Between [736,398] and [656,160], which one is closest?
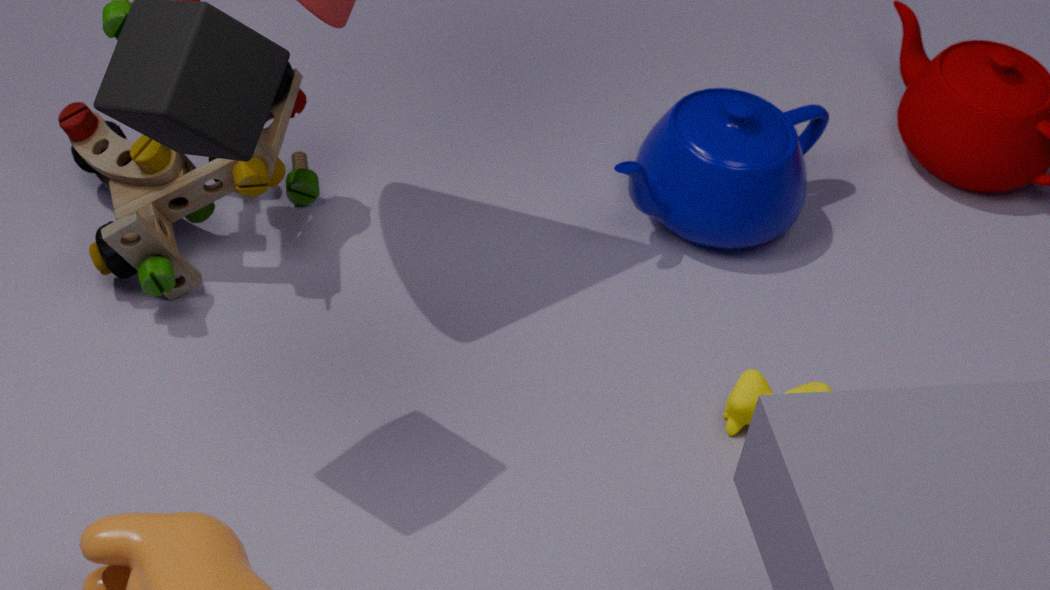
[736,398]
